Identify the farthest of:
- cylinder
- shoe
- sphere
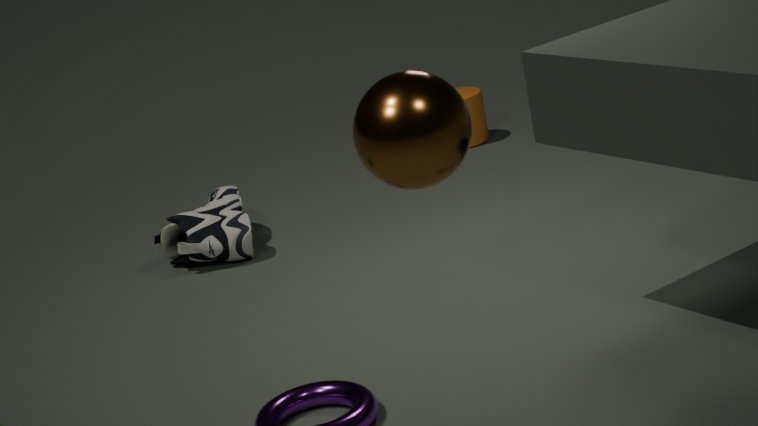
cylinder
